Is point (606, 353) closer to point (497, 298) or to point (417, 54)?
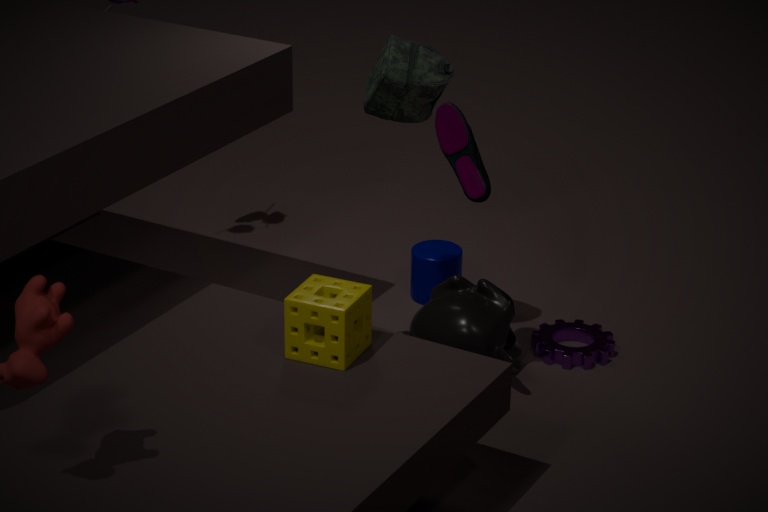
point (497, 298)
